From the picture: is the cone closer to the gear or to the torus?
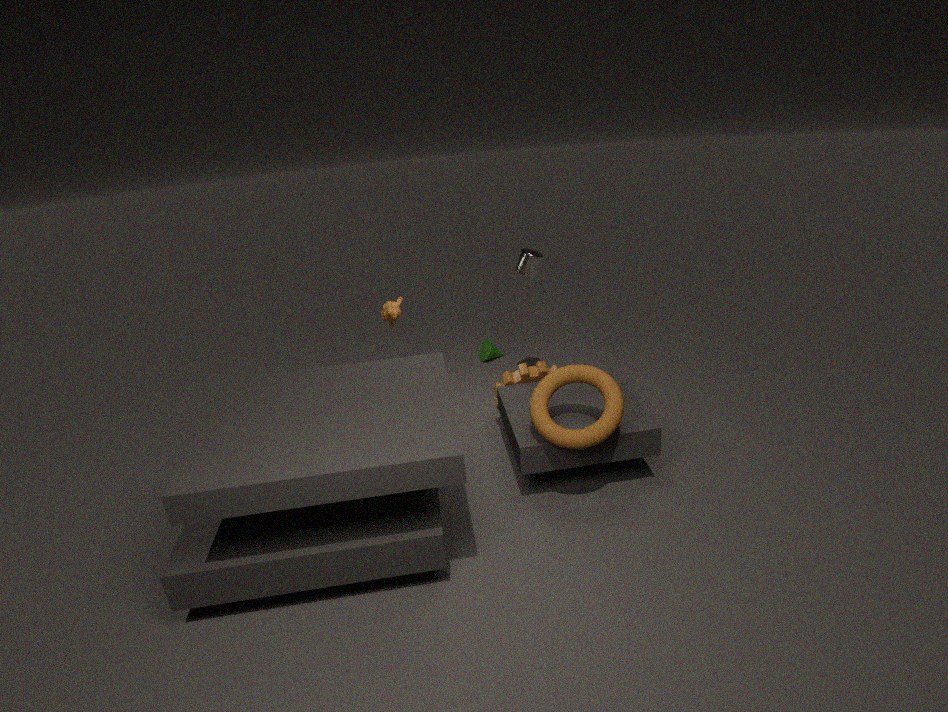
the gear
